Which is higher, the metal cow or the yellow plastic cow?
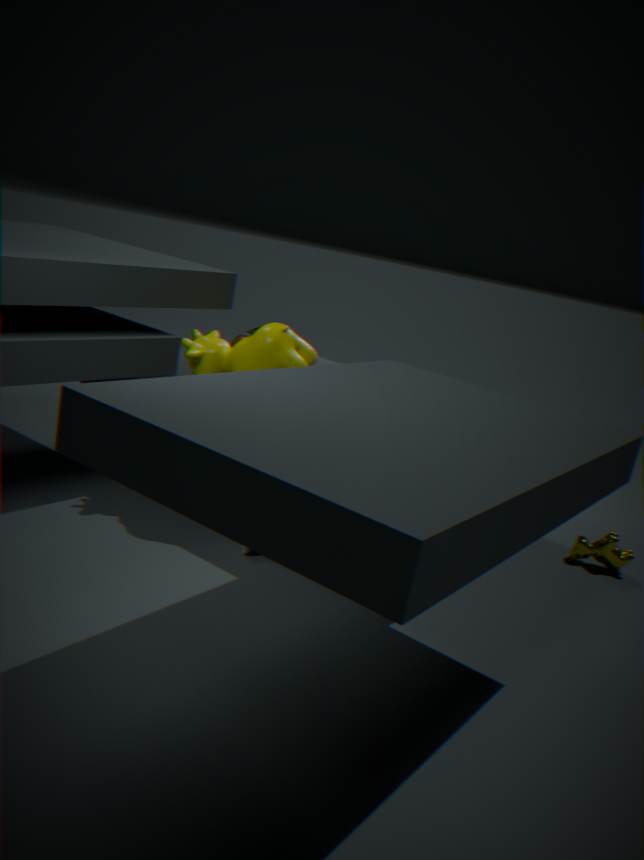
the yellow plastic cow
